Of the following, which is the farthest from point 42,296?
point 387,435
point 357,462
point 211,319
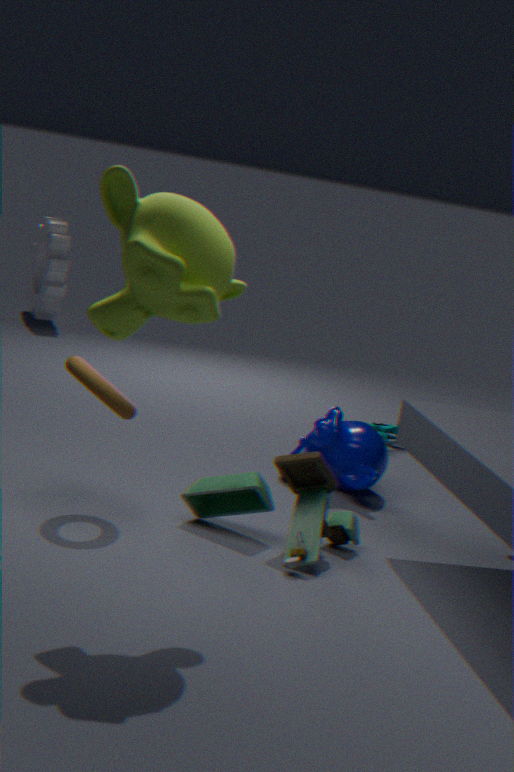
point 211,319
